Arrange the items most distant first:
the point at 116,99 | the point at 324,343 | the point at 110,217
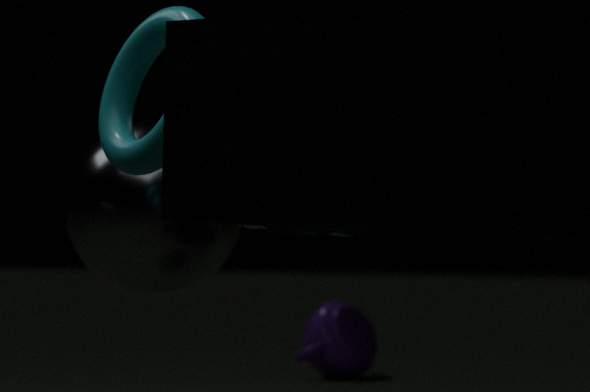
the point at 324,343, the point at 110,217, the point at 116,99
